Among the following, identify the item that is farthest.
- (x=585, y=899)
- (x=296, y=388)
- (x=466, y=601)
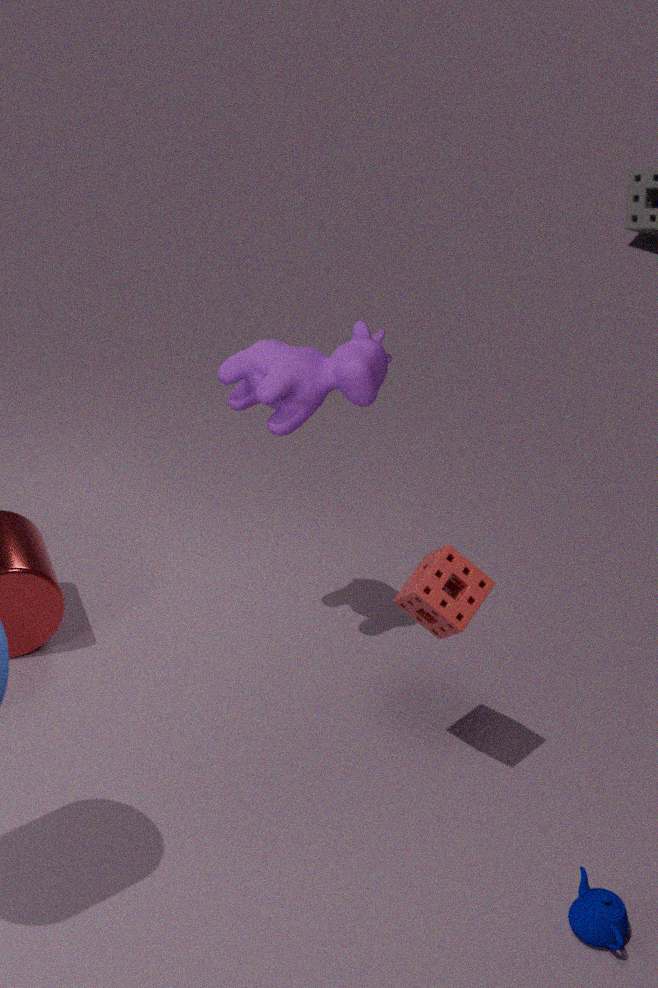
(x=296, y=388)
